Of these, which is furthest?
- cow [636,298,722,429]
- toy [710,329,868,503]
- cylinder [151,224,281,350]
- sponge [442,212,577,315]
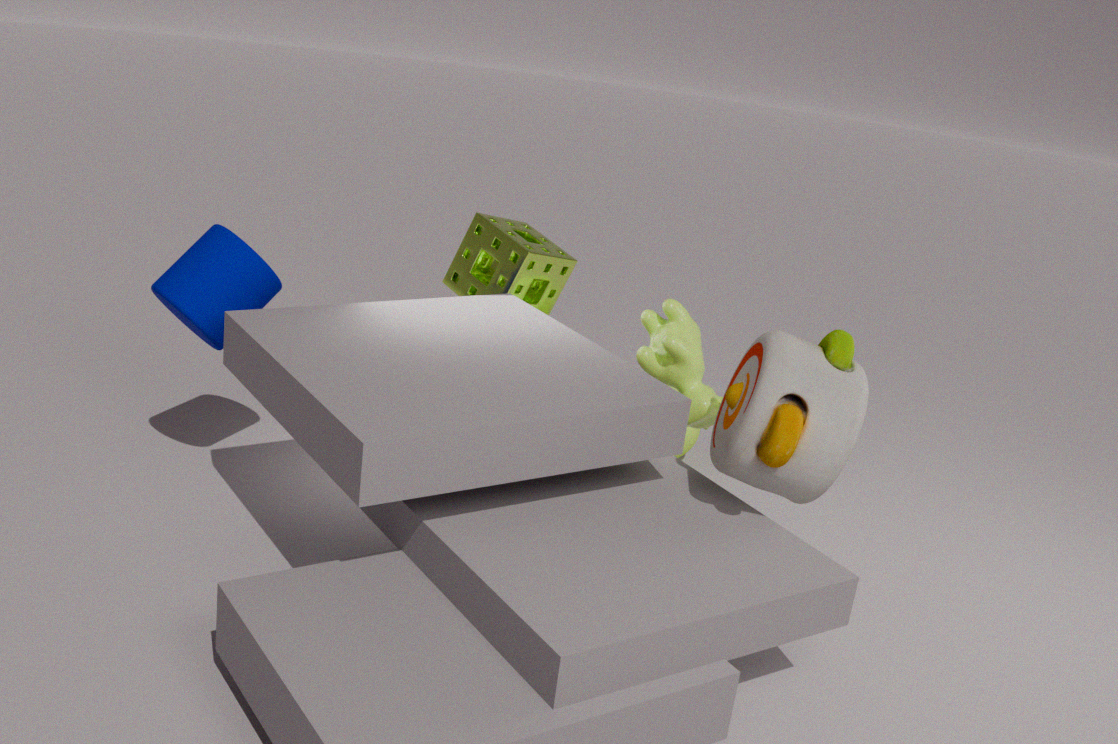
sponge [442,212,577,315]
